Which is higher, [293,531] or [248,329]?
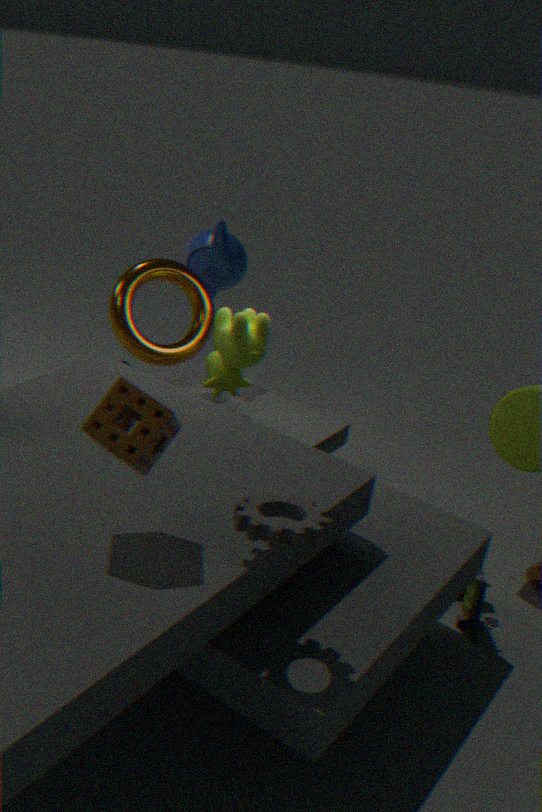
[293,531]
